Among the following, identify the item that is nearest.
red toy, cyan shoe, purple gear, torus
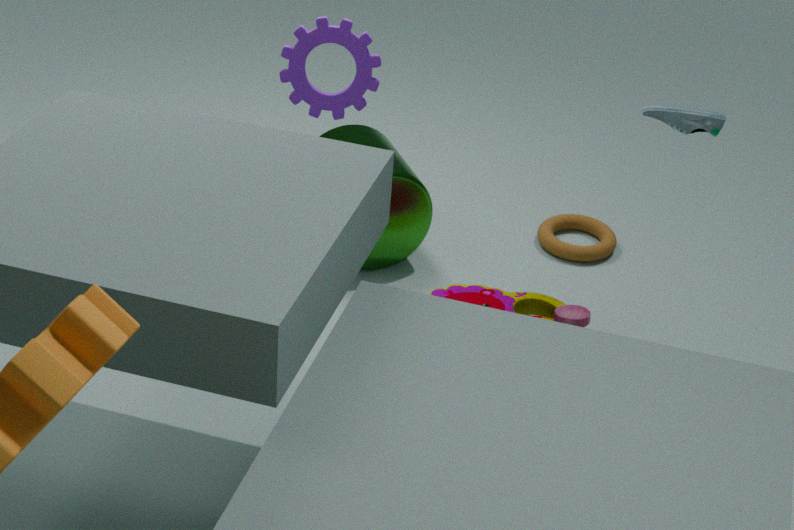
cyan shoe
